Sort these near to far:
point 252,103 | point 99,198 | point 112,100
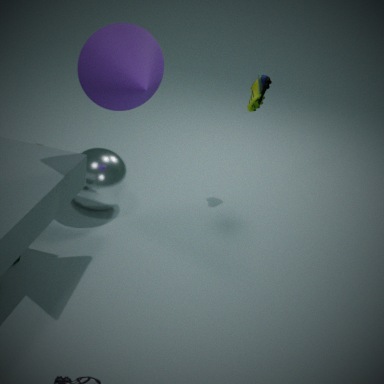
point 112,100 < point 99,198 < point 252,103
